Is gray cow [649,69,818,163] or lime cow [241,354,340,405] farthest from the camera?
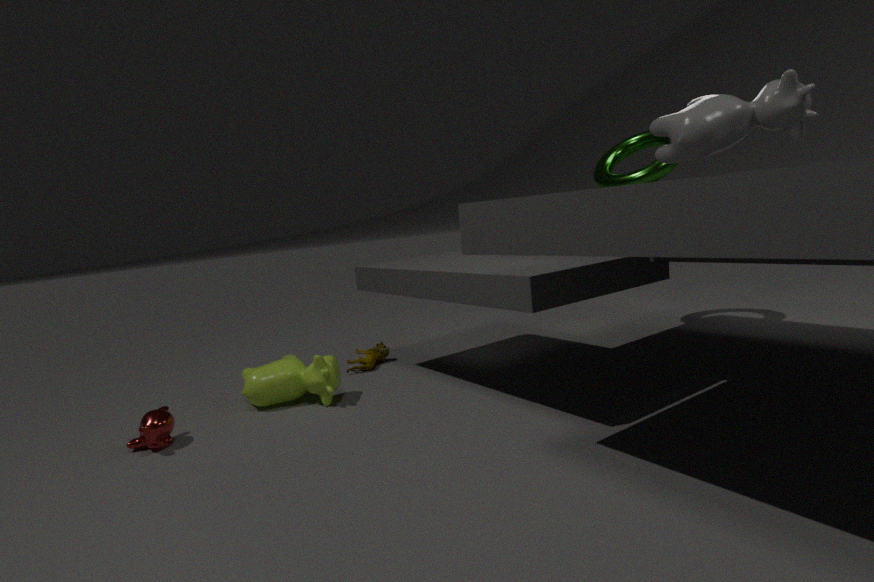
lime cow [241,354,340,405]
